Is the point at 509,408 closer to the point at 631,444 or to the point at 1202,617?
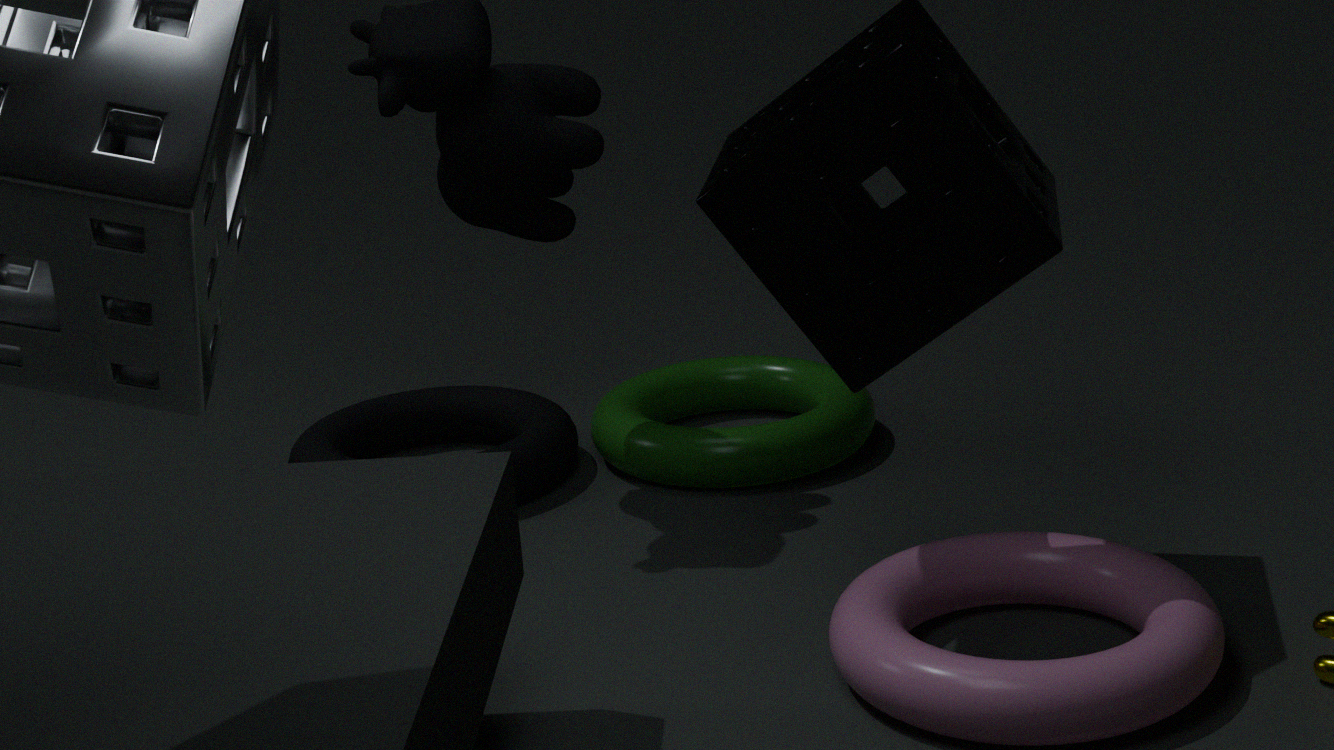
the point at 631,444
